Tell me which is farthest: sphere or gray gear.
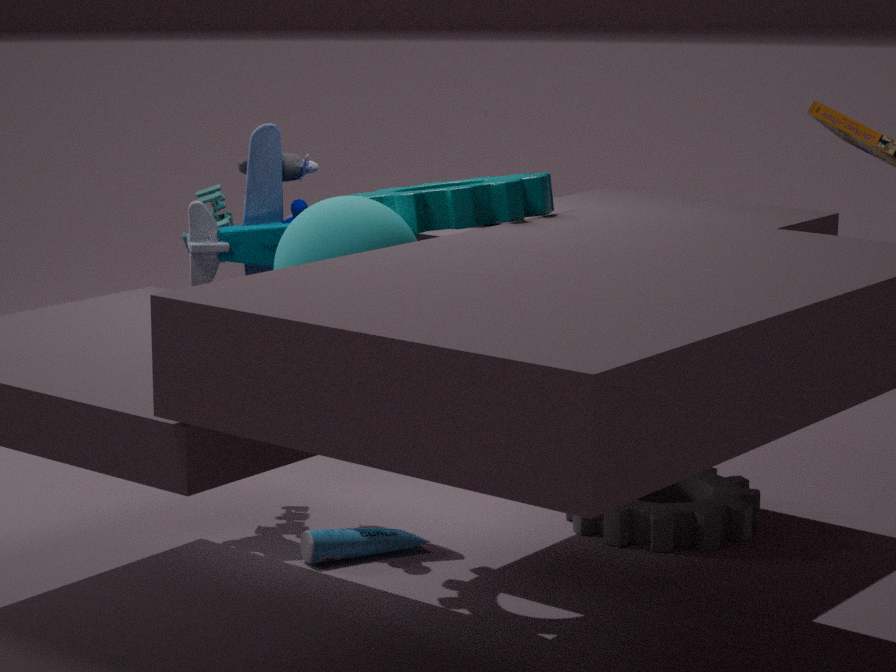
gray gear
